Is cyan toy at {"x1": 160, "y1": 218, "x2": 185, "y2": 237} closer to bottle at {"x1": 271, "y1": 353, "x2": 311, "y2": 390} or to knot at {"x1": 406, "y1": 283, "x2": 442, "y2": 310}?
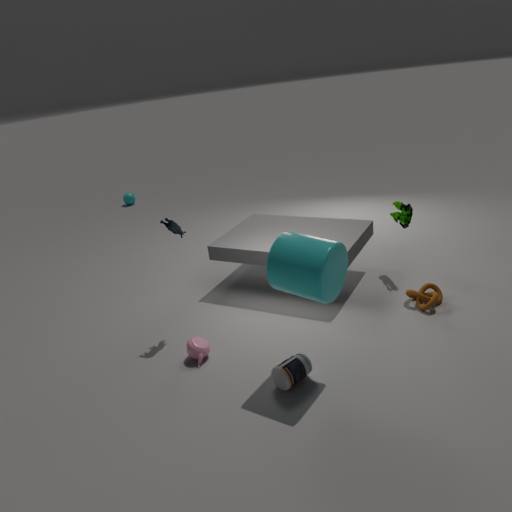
bottle at {"x1": 271, "y1": 353, "x2": 311, "y2": 390}
